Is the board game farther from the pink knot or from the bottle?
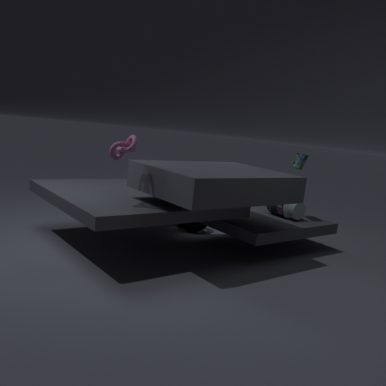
the pink knot
